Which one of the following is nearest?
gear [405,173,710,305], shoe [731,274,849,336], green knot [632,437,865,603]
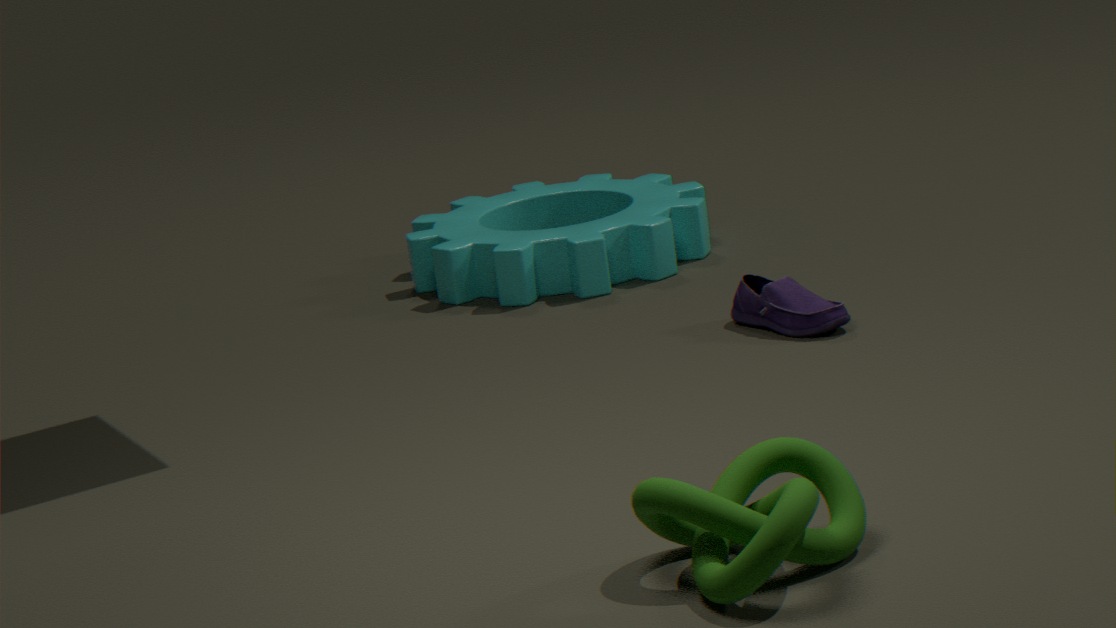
green knot [632,437,865,603]
